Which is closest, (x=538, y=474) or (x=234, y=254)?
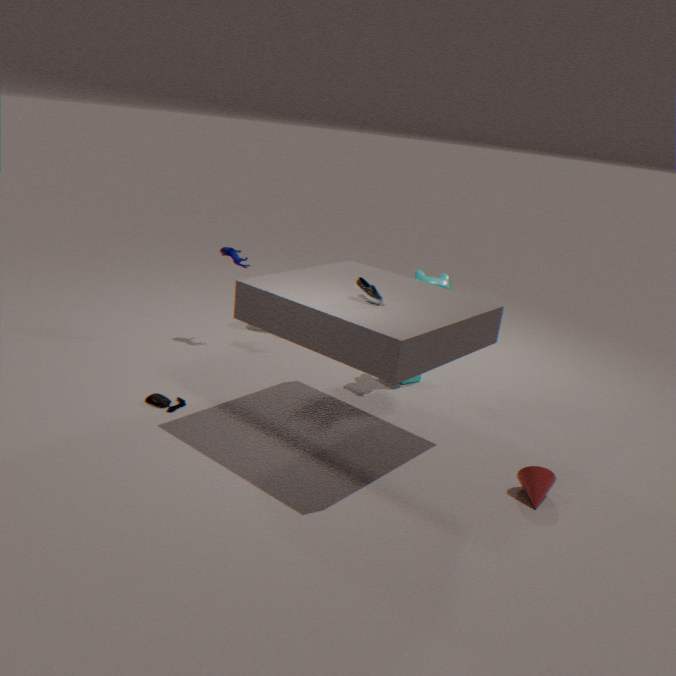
(x=538, y=474)
